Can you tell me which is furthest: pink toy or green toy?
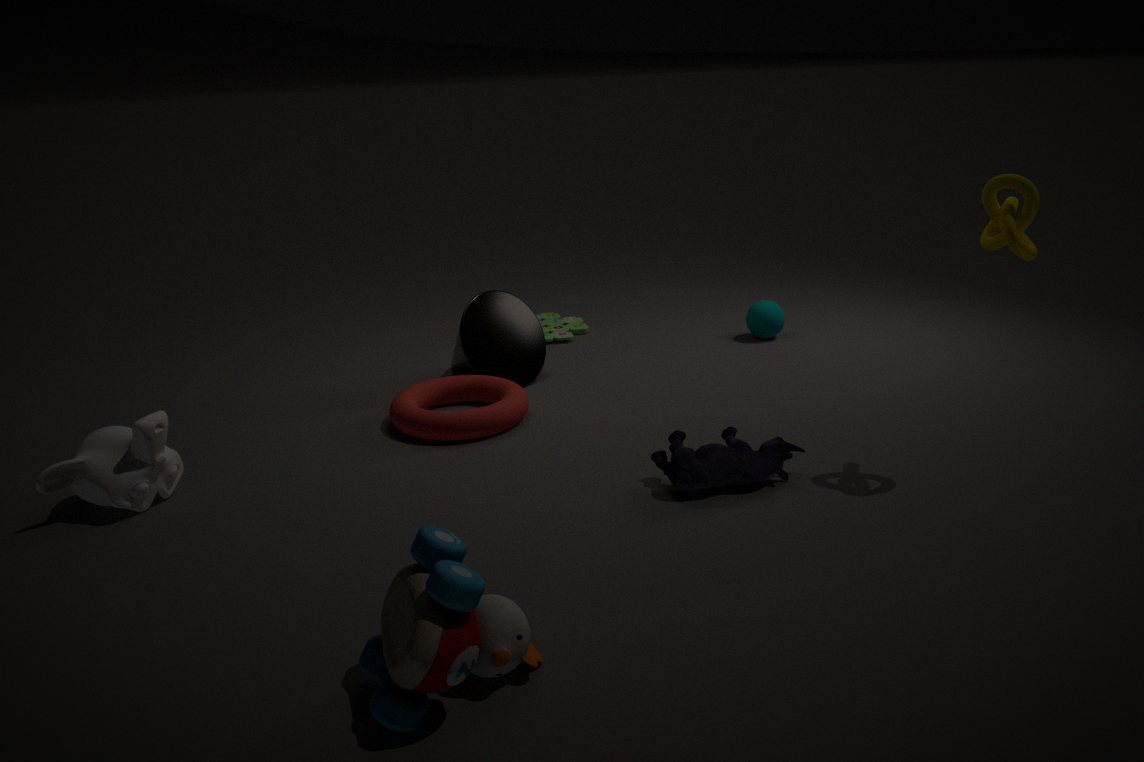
green toy
